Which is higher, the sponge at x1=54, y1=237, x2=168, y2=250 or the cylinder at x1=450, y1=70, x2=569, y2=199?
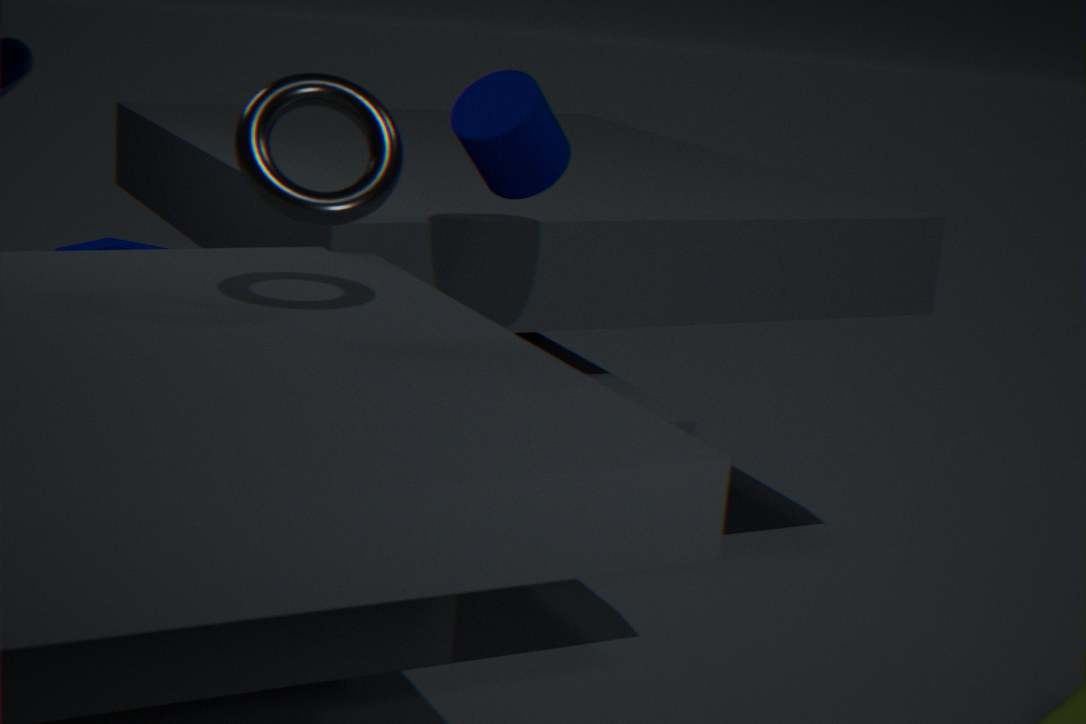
the cylinder at x1=450, y1=70, x2=569, y2=199
